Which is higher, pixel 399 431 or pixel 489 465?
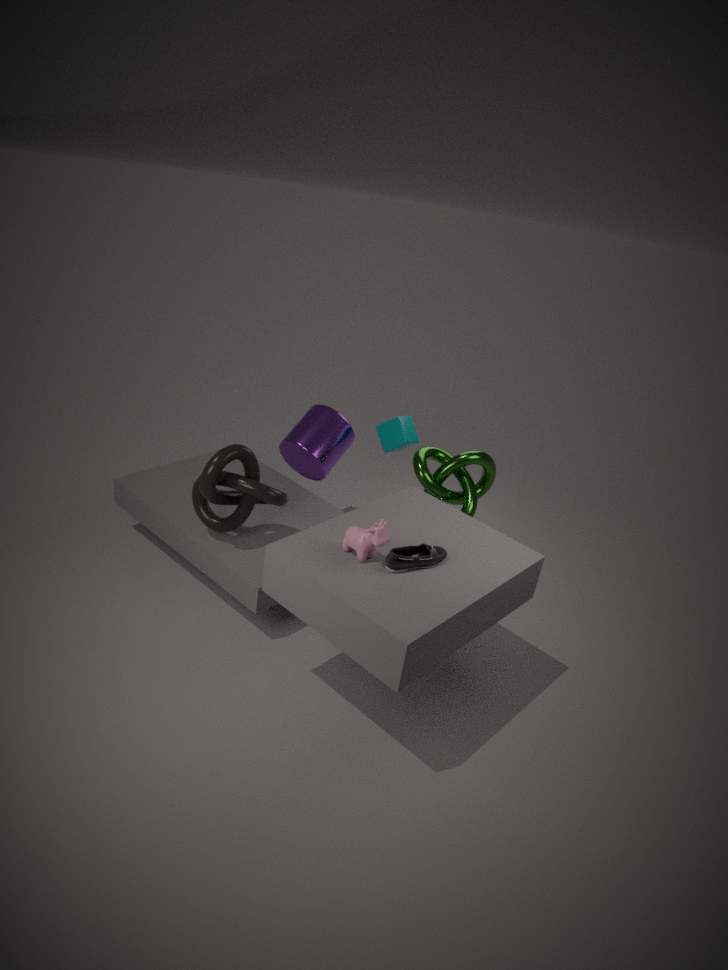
pixel 399 431
